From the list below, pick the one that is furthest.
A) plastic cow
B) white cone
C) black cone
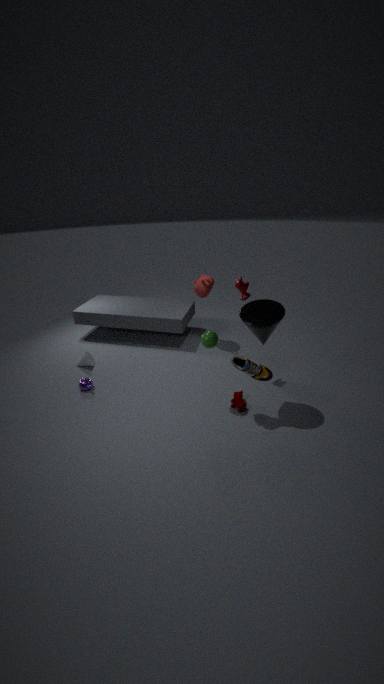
white cone
